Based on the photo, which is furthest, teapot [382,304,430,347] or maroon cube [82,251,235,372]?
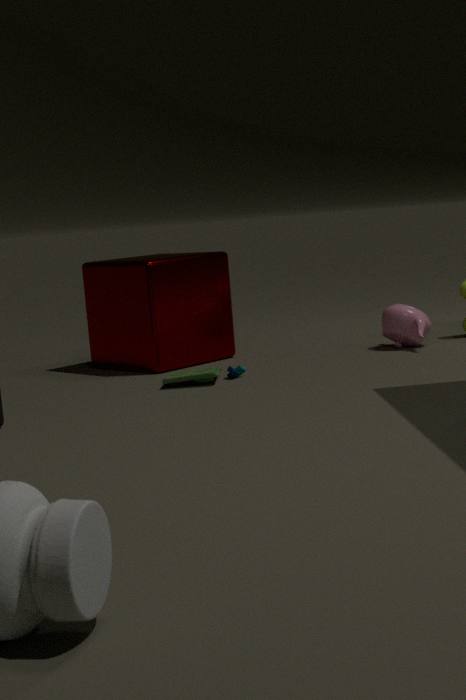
teapot [382,304,430,347]
